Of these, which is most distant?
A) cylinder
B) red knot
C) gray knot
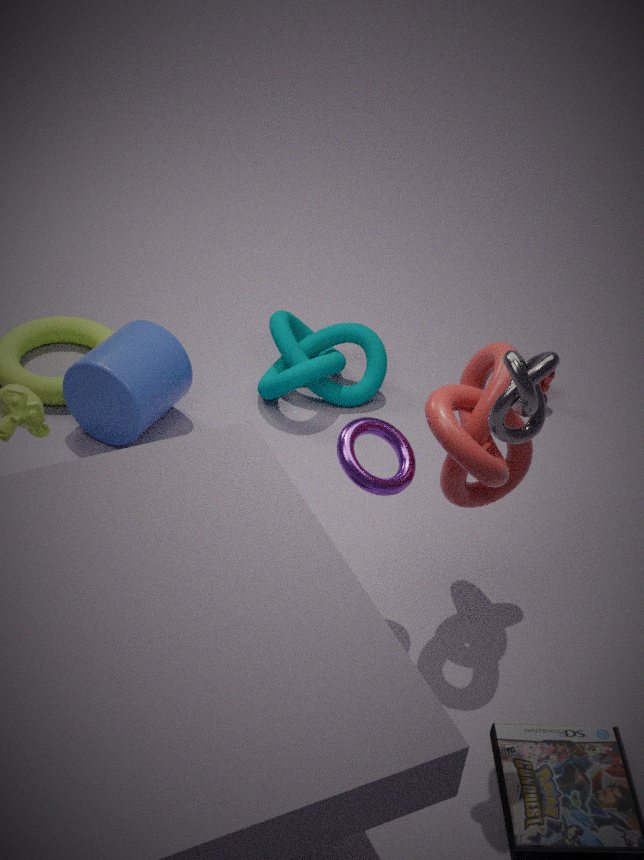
cylinder
